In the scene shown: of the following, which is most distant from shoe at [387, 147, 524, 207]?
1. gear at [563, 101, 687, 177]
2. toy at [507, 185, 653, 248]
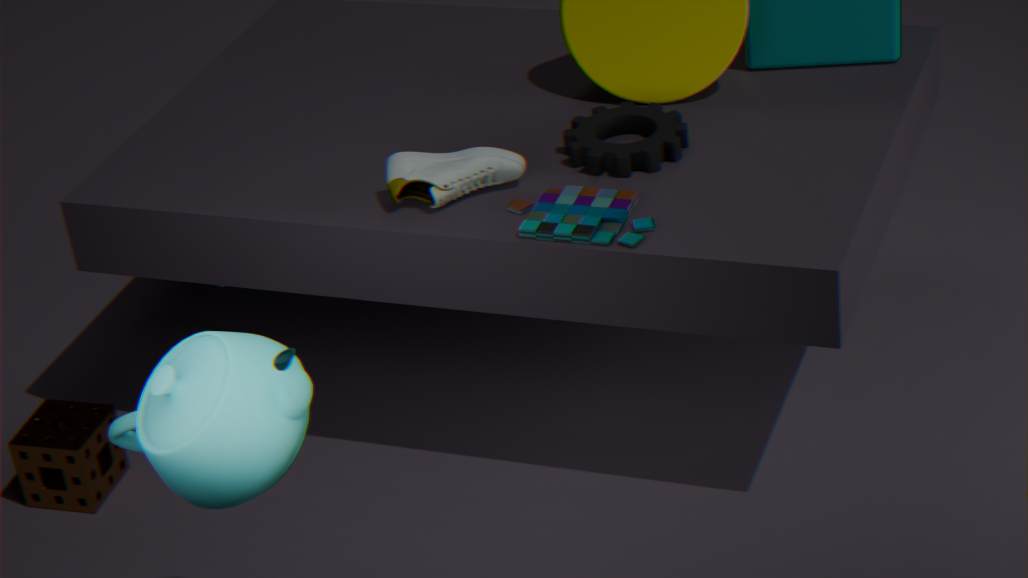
gear at [563, 101, 687, 177]
